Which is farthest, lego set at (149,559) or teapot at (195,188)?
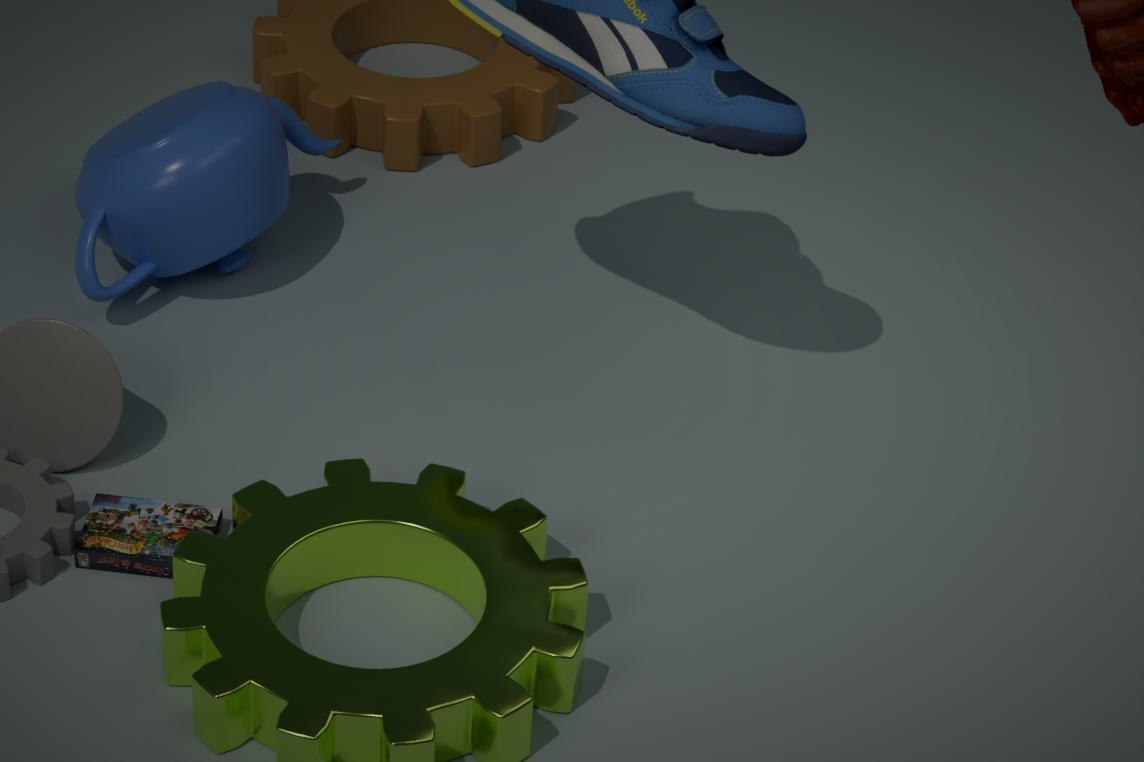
teapot at (195,188)
